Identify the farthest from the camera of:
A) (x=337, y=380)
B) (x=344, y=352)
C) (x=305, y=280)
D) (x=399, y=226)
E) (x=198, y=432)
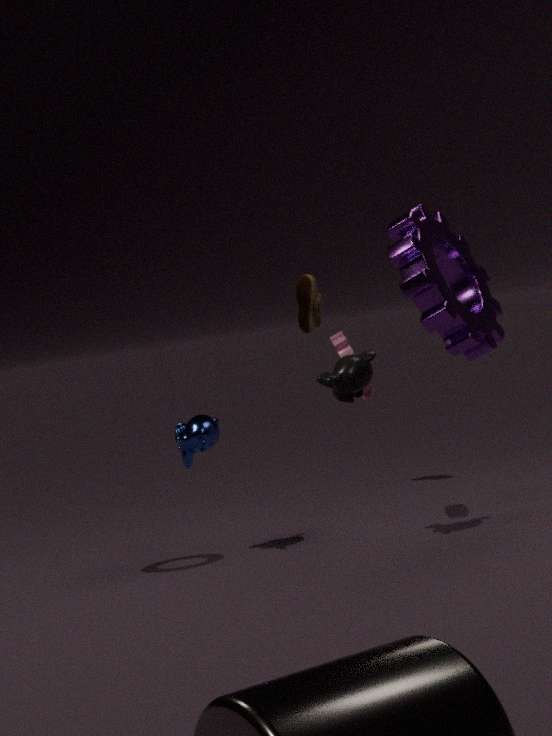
(x=305, y=280)
